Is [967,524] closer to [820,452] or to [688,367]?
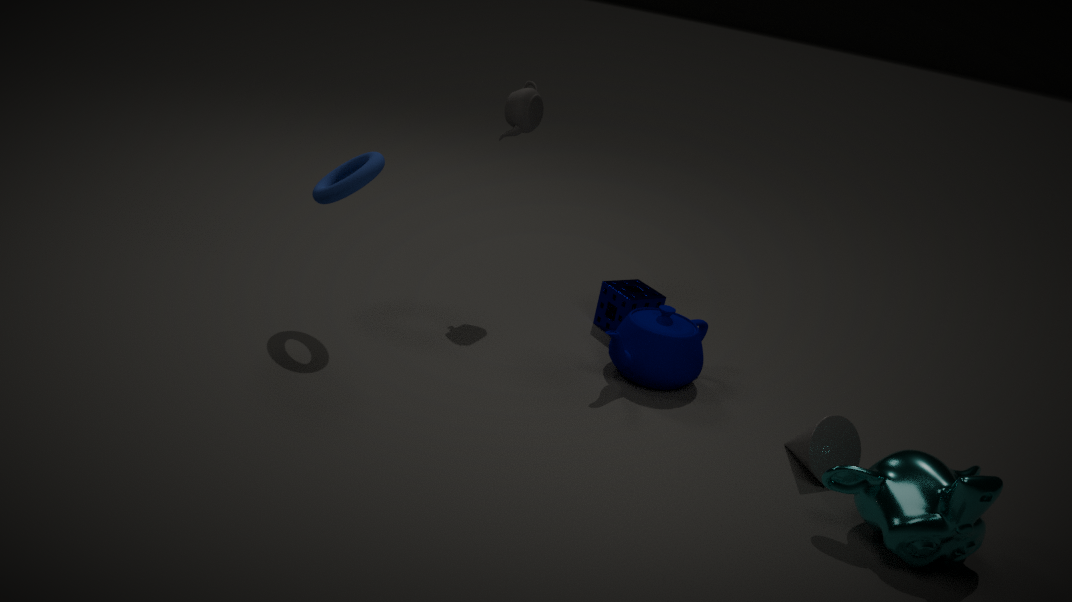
[820,452]
